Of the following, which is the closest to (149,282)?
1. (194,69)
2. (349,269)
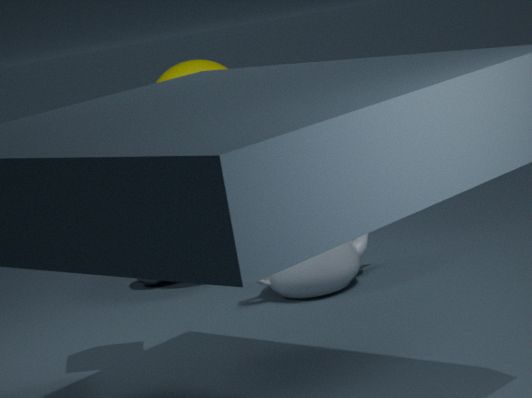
(194,69)
